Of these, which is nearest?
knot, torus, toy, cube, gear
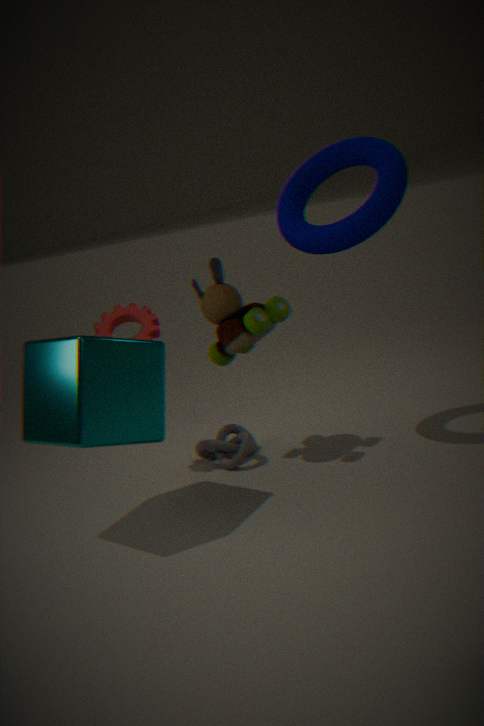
cube
